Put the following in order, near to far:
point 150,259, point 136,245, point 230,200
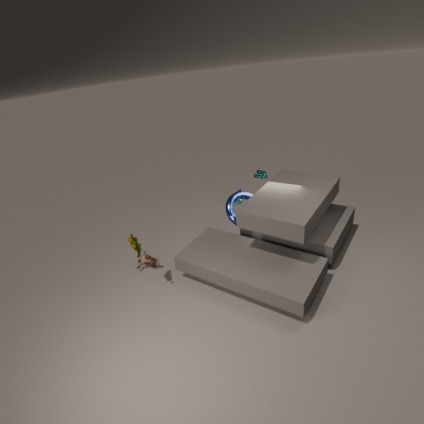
point 136,245 < point 150,259 < point 230,200
